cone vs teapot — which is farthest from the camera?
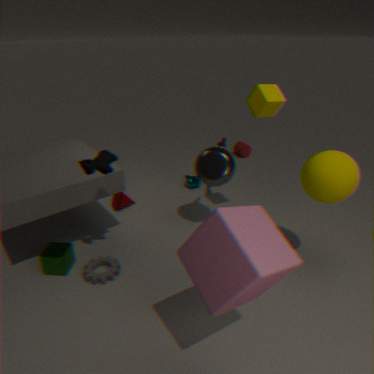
cone
